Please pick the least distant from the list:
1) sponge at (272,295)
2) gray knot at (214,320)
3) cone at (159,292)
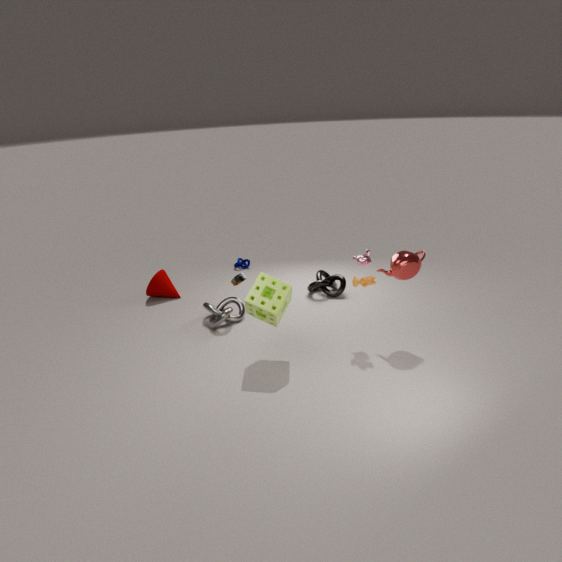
1. sponge at (272,295)
